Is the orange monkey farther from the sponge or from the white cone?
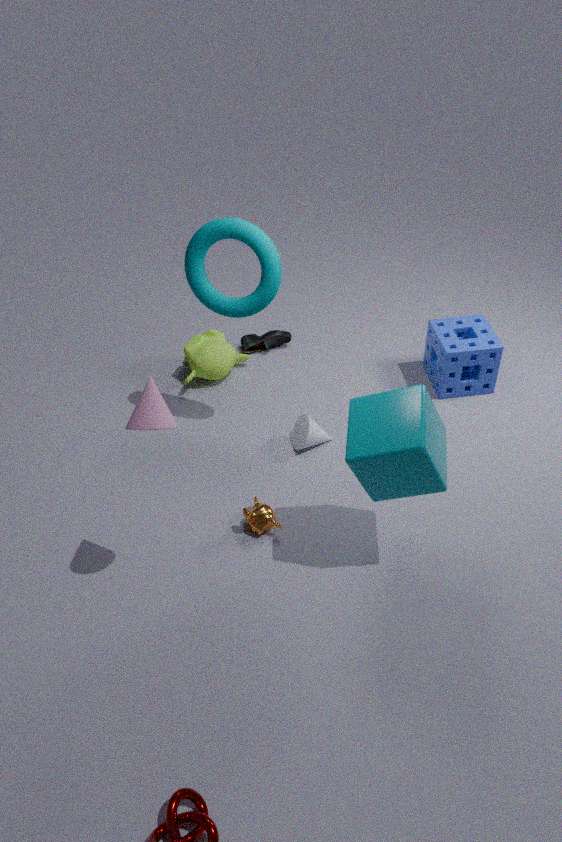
the sponge
